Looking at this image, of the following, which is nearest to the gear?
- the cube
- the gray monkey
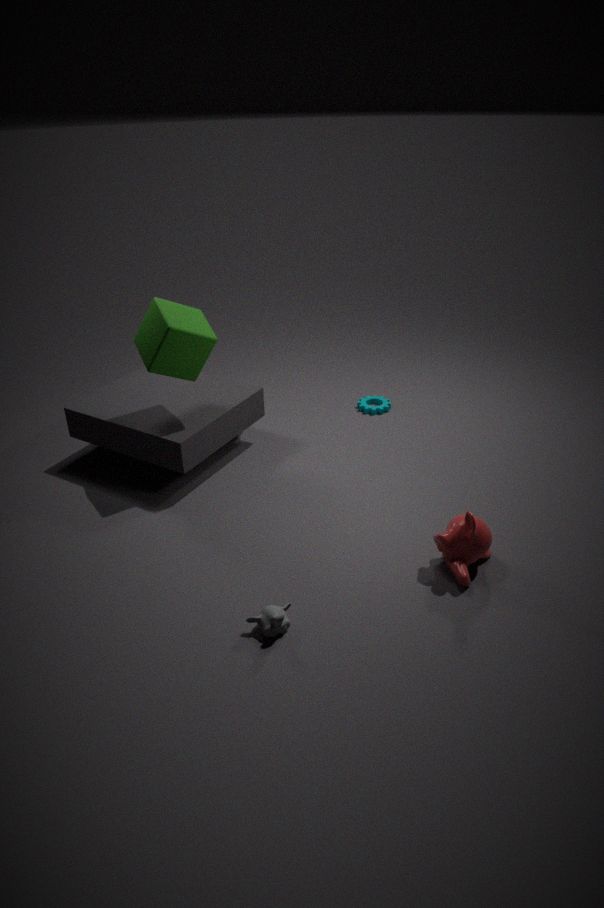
the cube
